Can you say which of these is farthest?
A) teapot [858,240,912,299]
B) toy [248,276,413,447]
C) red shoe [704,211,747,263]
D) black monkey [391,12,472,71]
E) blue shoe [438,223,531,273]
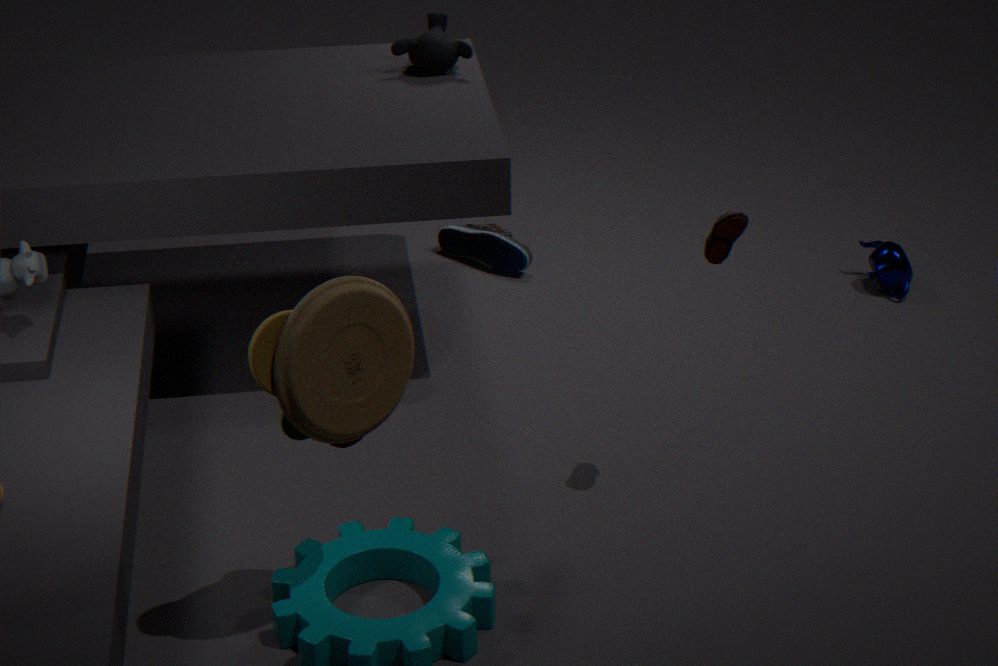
blue shoe [438,223,531,273]
